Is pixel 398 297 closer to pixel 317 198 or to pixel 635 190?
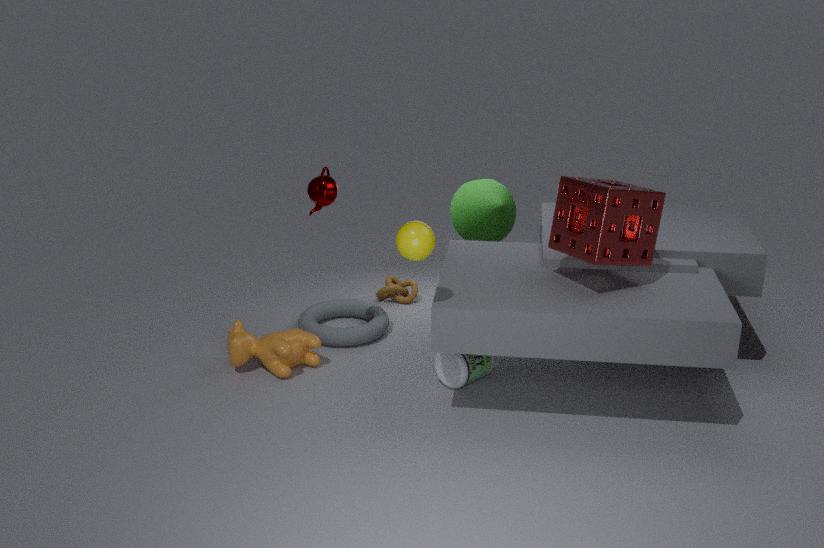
pixel 317 198
